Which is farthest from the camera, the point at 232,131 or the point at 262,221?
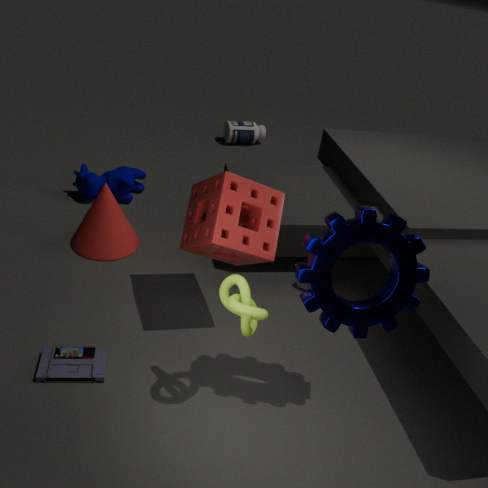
the point at 232,131
